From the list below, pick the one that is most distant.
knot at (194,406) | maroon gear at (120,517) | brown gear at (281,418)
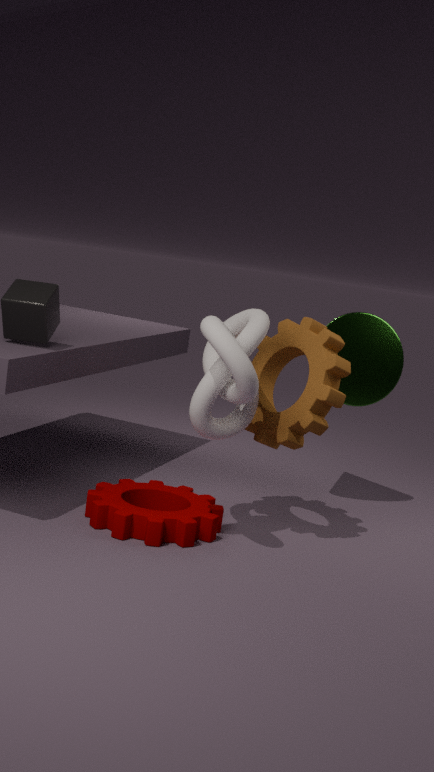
brown gear at (281,418)
